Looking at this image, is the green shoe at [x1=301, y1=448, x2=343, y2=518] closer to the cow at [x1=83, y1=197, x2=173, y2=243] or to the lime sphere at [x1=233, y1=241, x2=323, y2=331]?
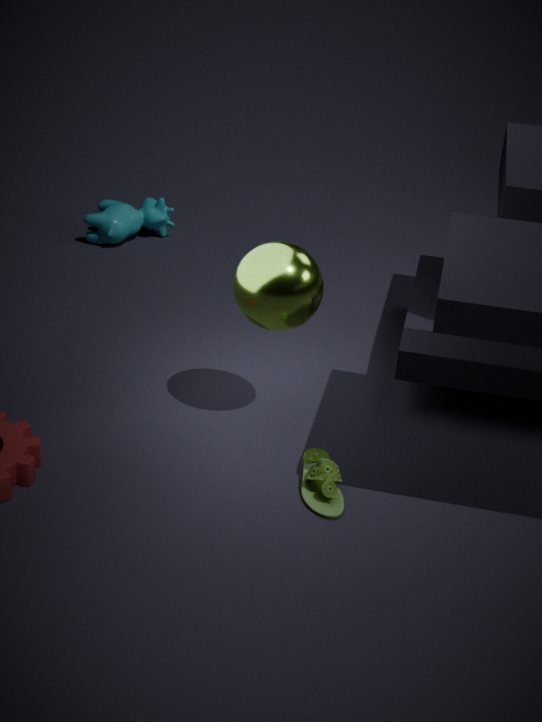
the lime sphere at [x1=233, y1=241, x2=323, y2=331]
